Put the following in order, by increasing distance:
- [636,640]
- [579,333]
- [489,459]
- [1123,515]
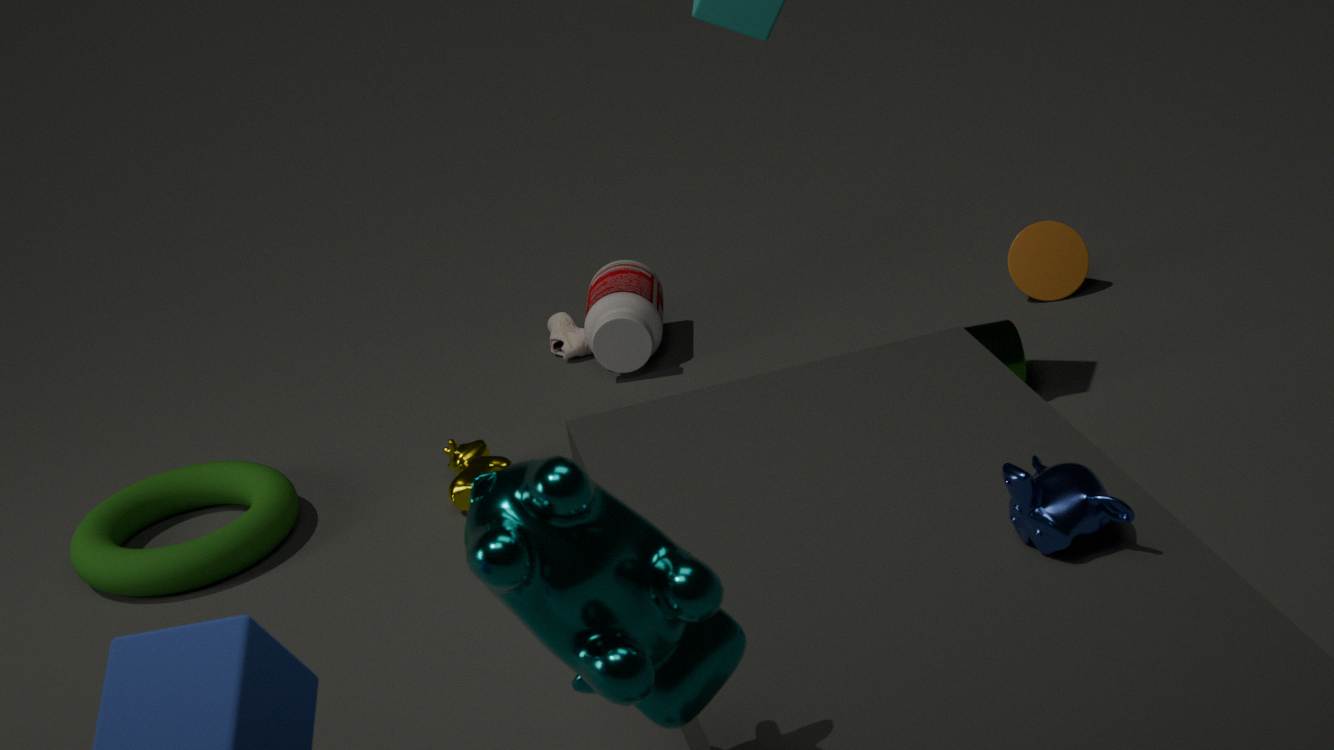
[636,640], [1123,515], [489,459], [579,333]
